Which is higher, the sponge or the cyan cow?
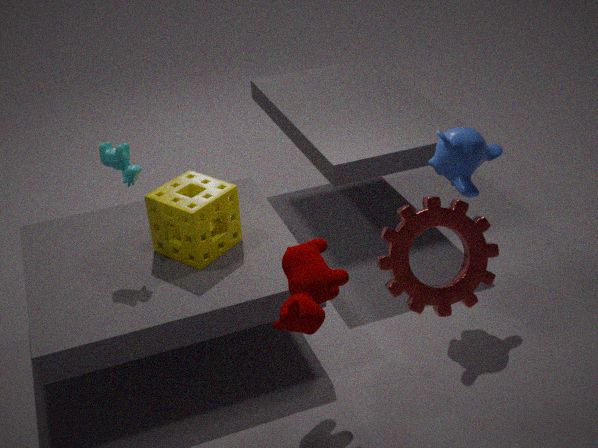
the cyan cow
